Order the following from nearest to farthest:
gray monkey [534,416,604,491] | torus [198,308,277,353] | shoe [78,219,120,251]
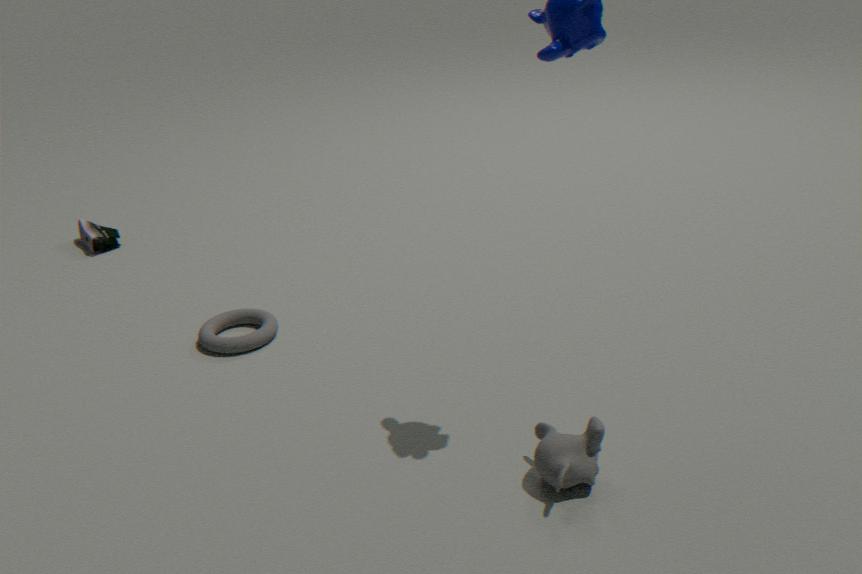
gray monkey [534,416,604,491], torus [198,308,277,353], shoe [78,219,120,251]
